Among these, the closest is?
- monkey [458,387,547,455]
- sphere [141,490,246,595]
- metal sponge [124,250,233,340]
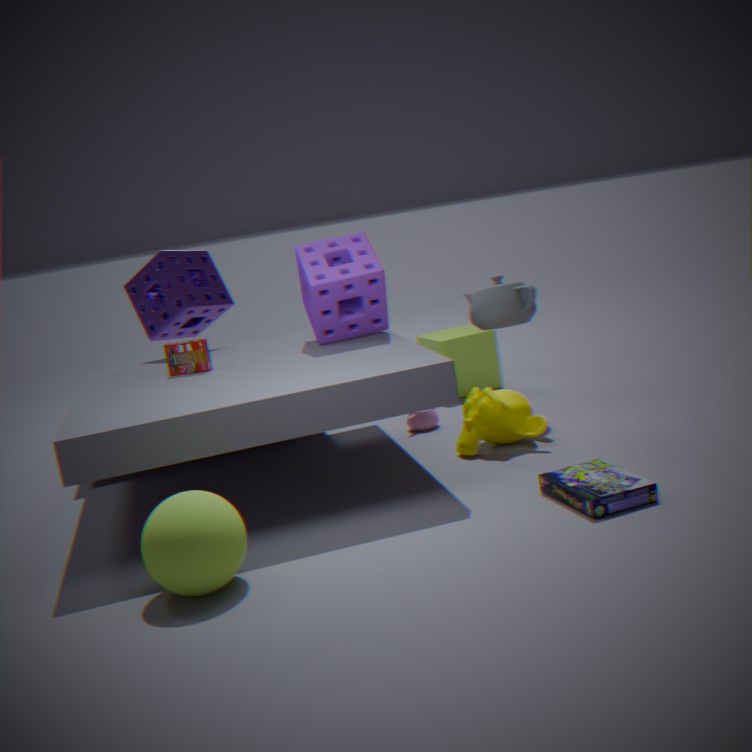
sphere [141,490,246,595]
